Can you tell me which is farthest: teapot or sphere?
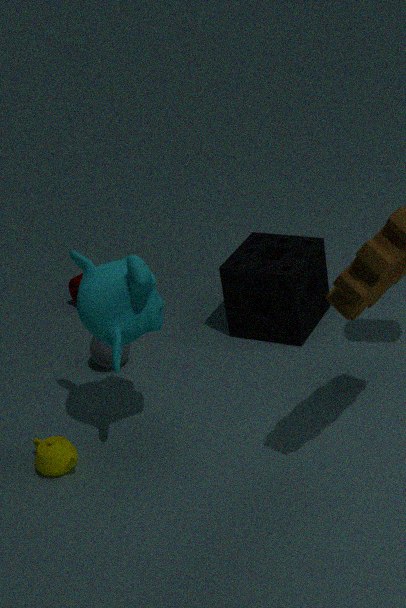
sphere
